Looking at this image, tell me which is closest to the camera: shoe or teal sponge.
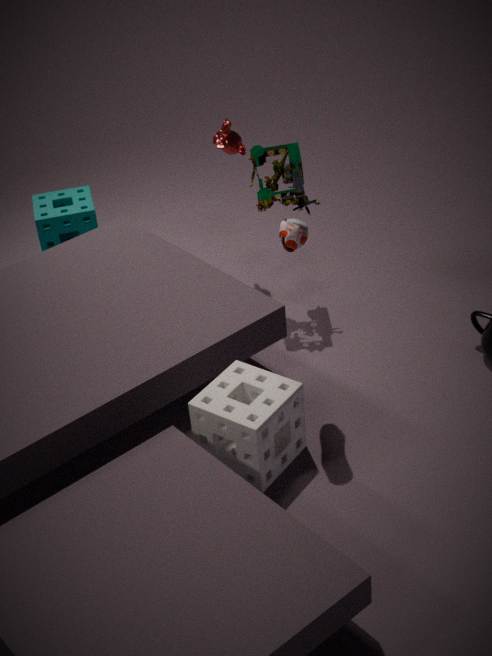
shoe
